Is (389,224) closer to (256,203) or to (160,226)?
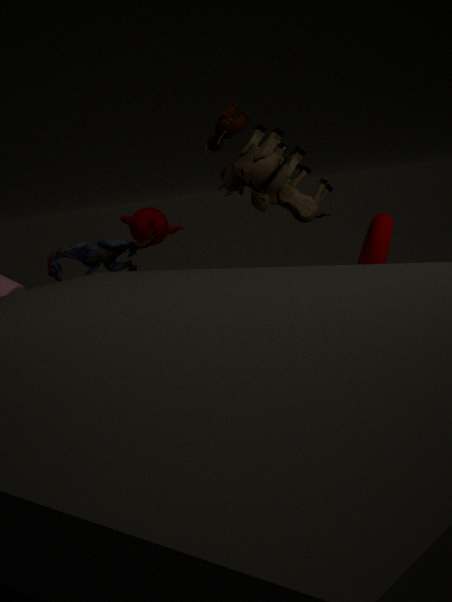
(256,203)
